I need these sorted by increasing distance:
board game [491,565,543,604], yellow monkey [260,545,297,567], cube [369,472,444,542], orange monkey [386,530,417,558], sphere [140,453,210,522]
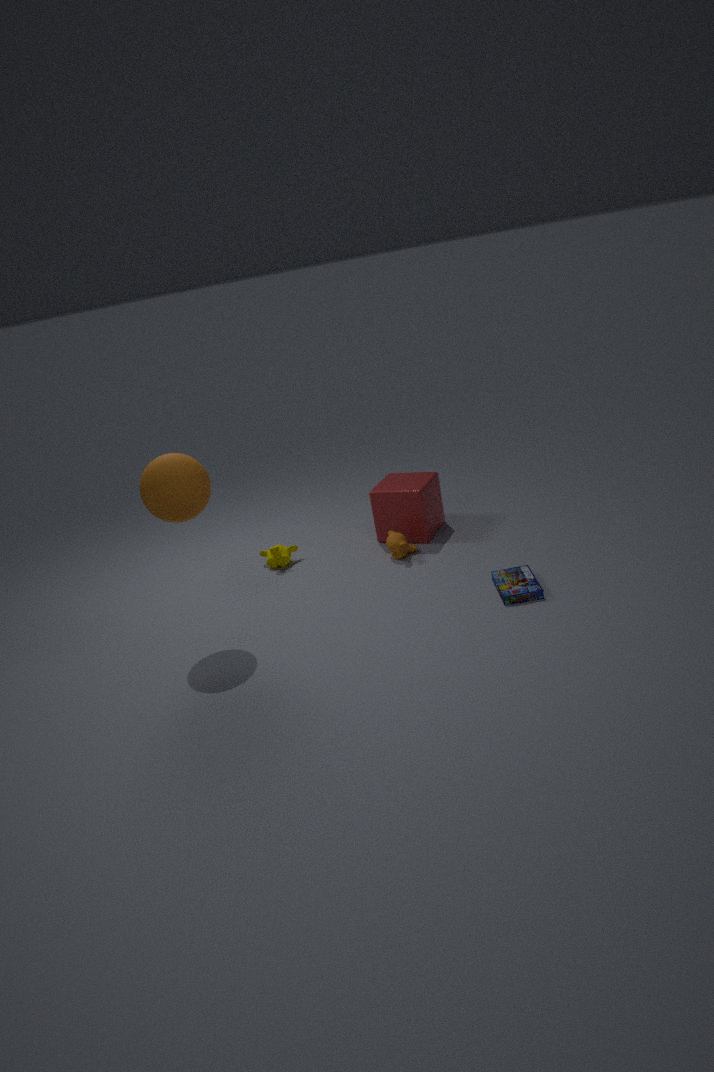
1. sphere [140,453,210,522]
2. board game [491,565,543,604]
3. orange monkey [386,530,417,558]
4. cube [369,472,444,542]
5. yellow monkey [260,545,297,567]
